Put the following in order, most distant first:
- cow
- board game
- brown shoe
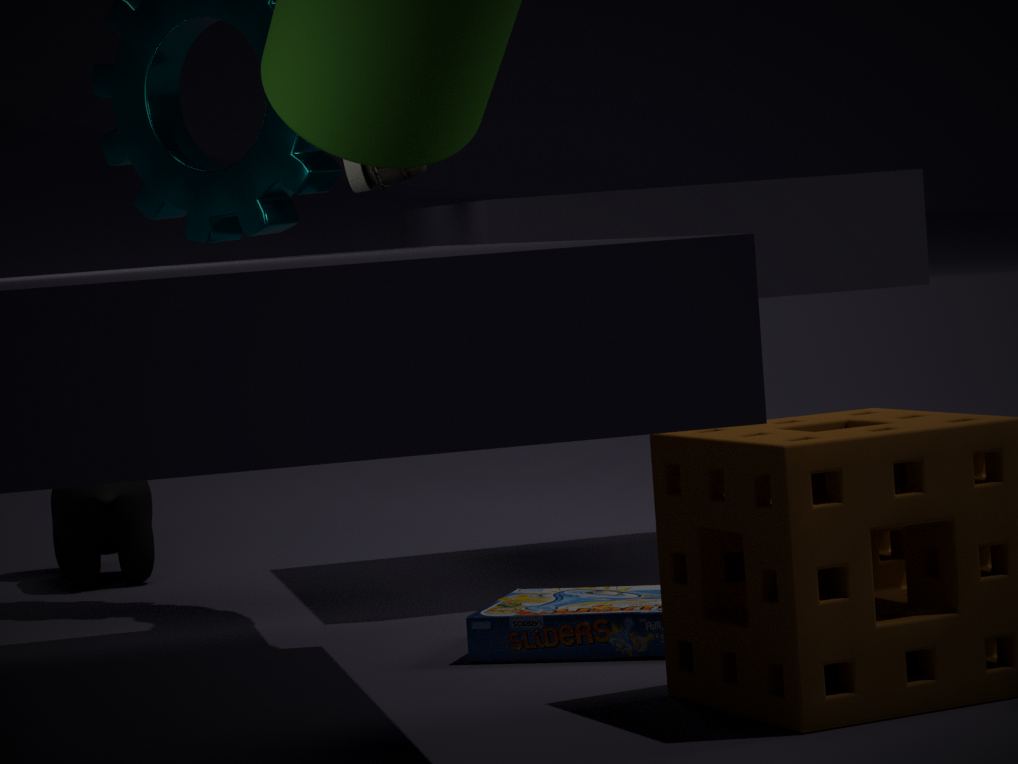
cow < brown shoe < board game
